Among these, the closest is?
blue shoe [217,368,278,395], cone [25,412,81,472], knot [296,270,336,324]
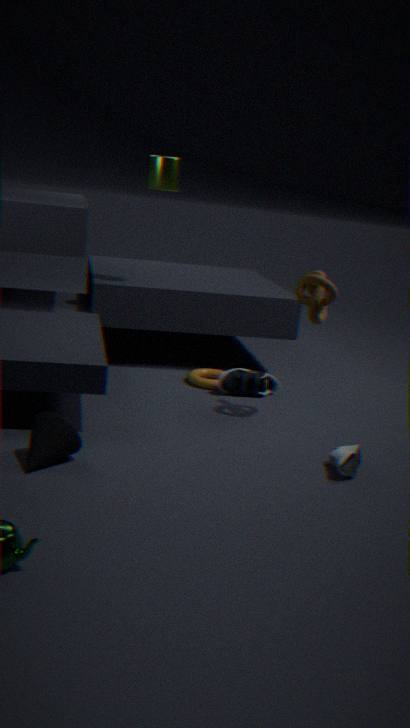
cone [25,412,81,472]
